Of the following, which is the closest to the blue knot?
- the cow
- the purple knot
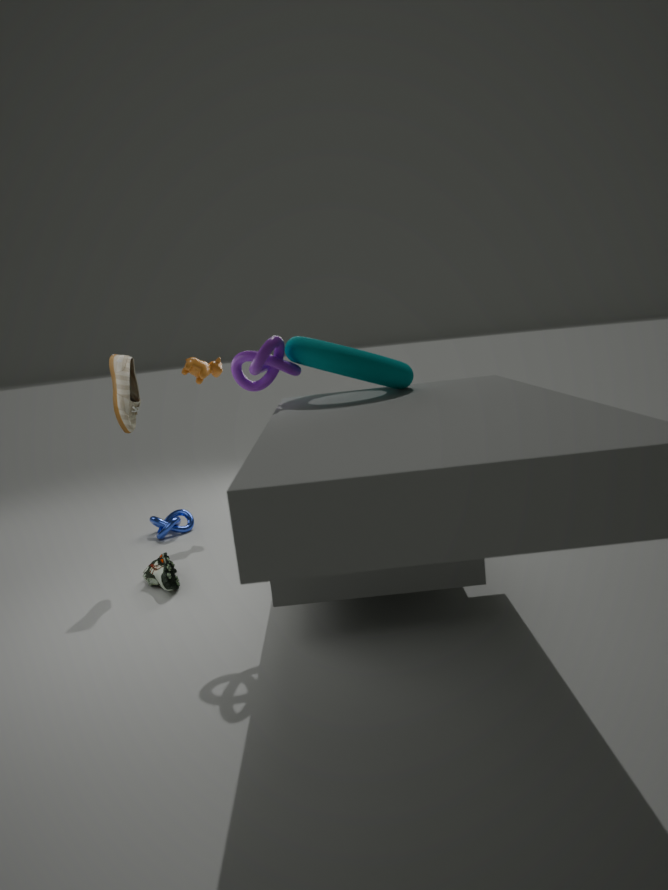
the cow
